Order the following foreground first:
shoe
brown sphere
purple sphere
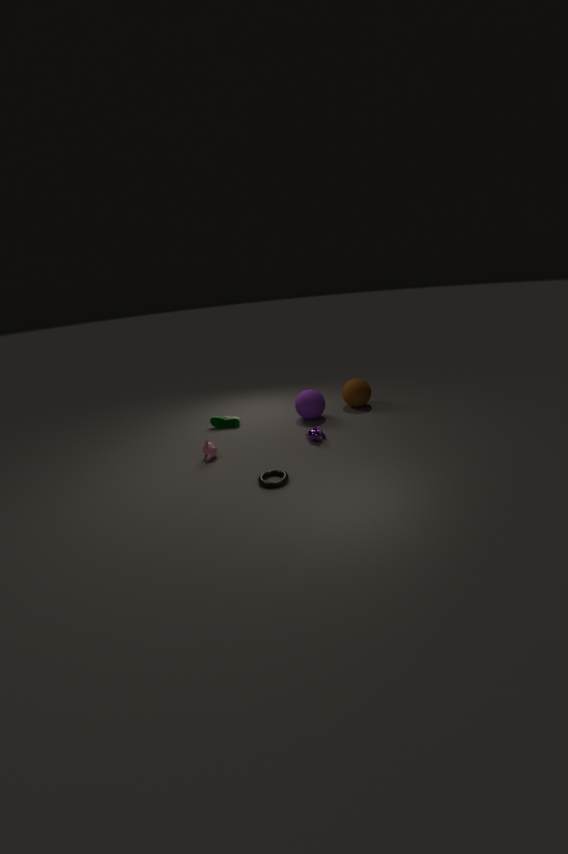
purple sphere < shoe < brown sphere
